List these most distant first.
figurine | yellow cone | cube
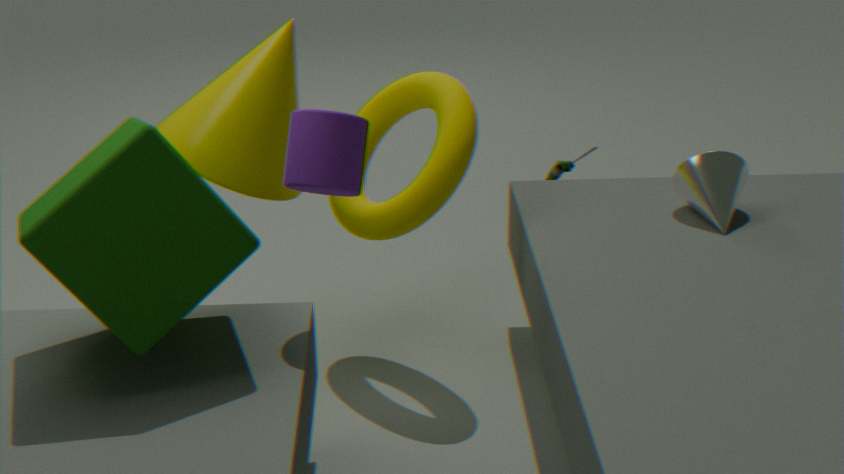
figurine
yellow cone
cube
